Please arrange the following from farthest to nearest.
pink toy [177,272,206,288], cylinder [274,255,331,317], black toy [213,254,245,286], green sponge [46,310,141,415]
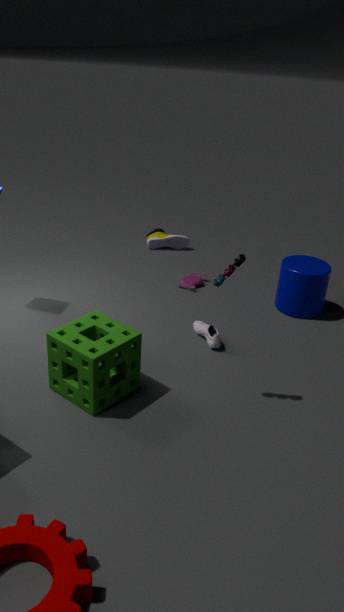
pink toy [177,272,206,288] → cylinder [274,255,331,317] → green sponge [46,310,141,415] → black toy [213,254,245,286]
